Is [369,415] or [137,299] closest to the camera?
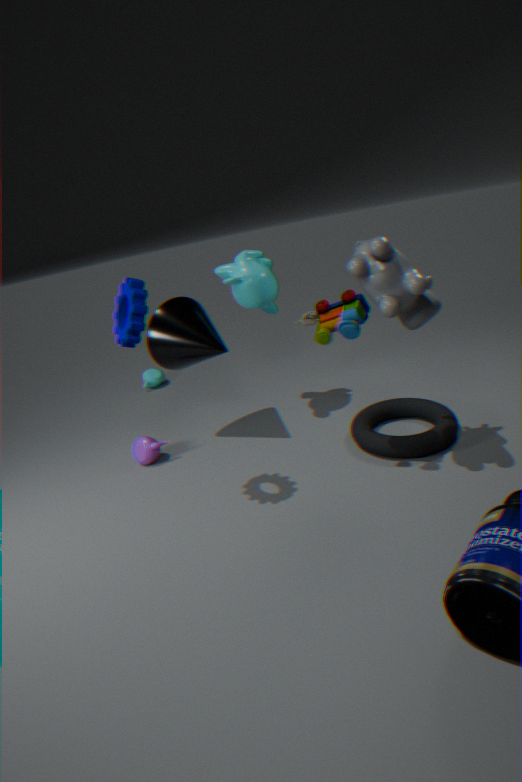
[137,299]
